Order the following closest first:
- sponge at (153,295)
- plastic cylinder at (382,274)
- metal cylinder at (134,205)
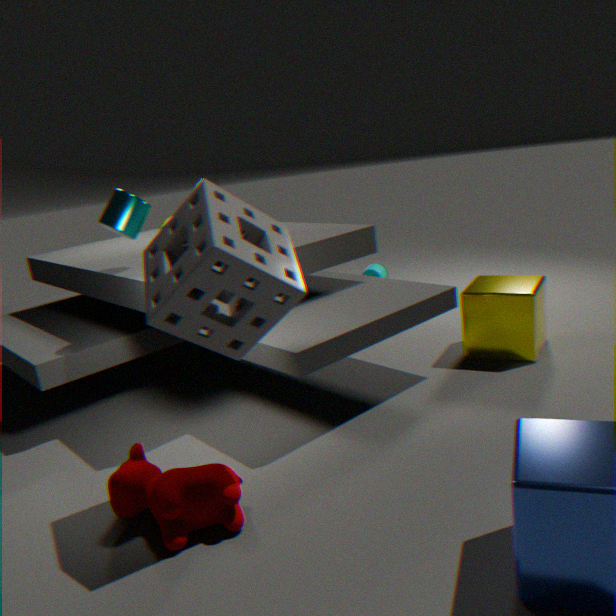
sponge at (153,295), metal cylinder at (134,205), plastic cylinder at (382,274)
